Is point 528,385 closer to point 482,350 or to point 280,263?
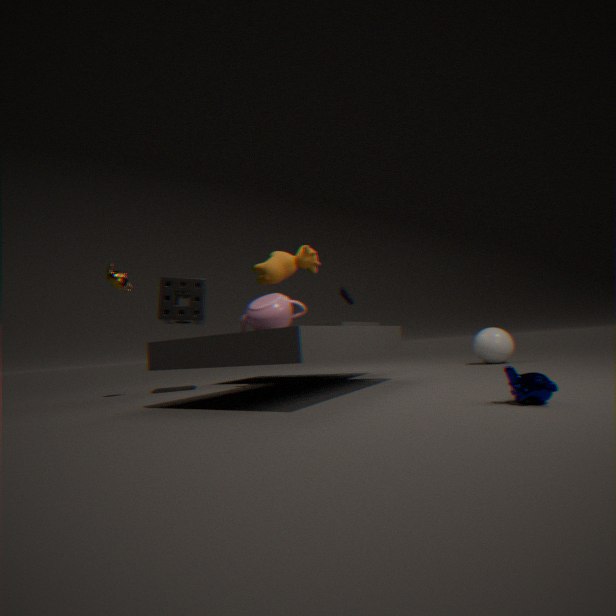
point 280,263
